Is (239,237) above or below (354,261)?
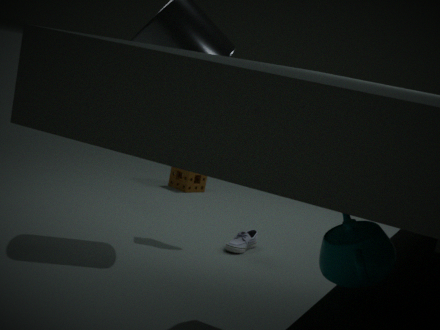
below
